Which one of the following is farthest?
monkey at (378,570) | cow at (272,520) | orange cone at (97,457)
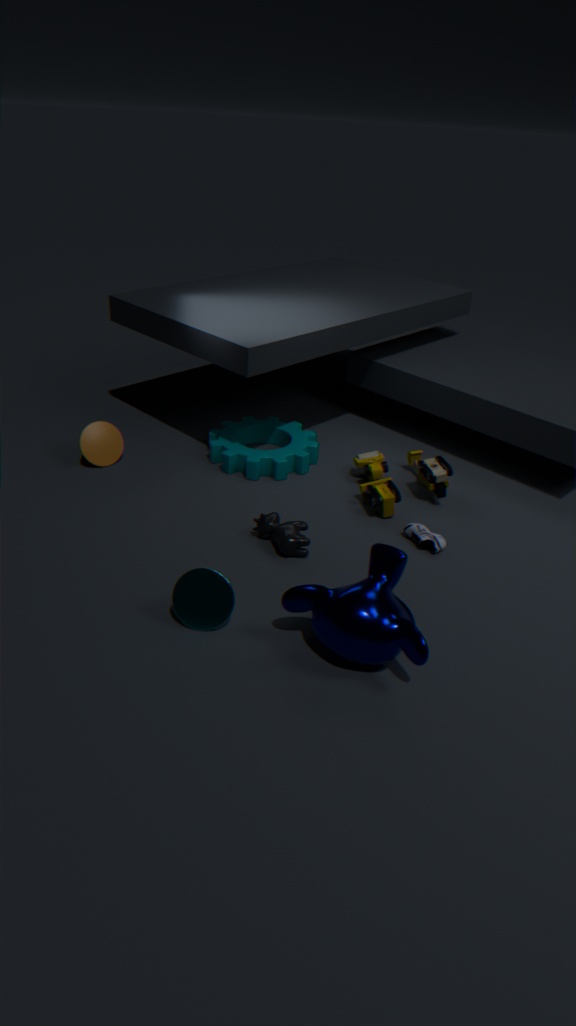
orange cone at (97,457)
